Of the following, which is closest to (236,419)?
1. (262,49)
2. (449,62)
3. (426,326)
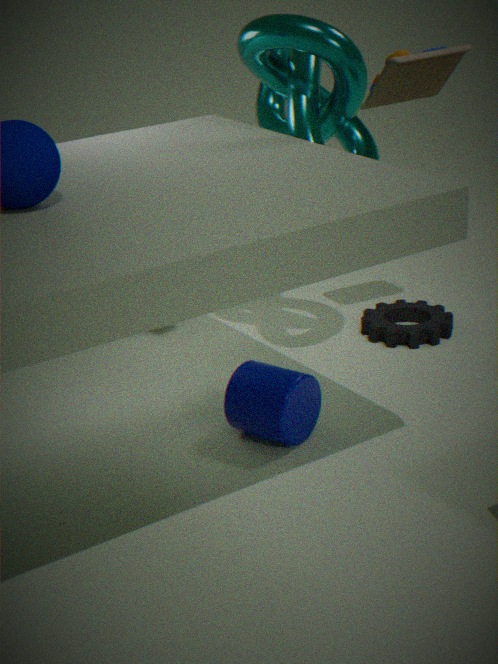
(426,326)
